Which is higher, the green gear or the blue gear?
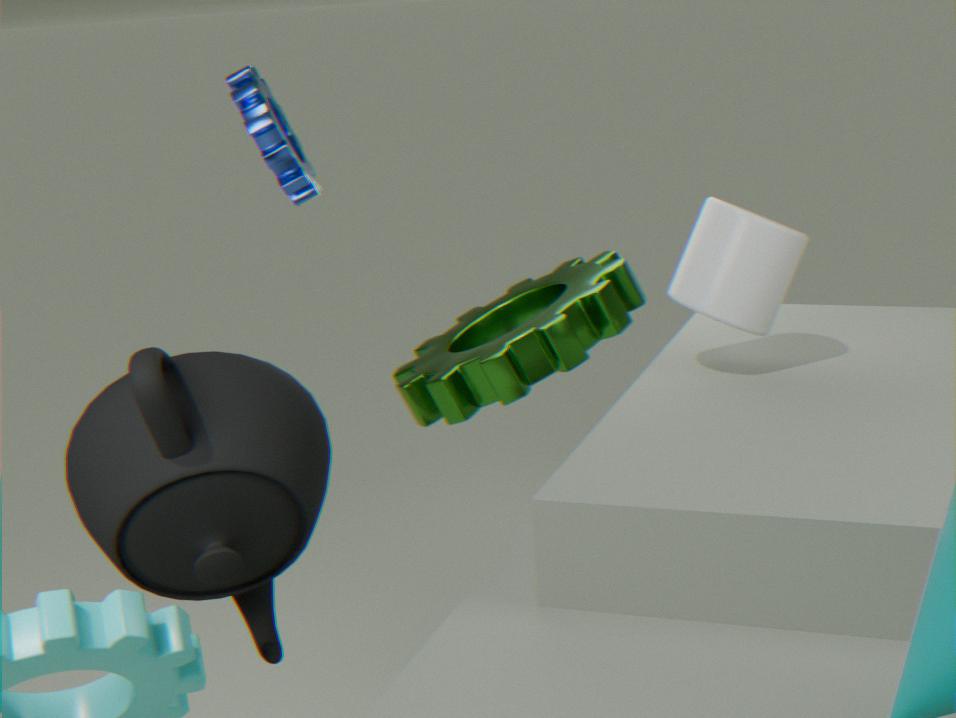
the blue gear
